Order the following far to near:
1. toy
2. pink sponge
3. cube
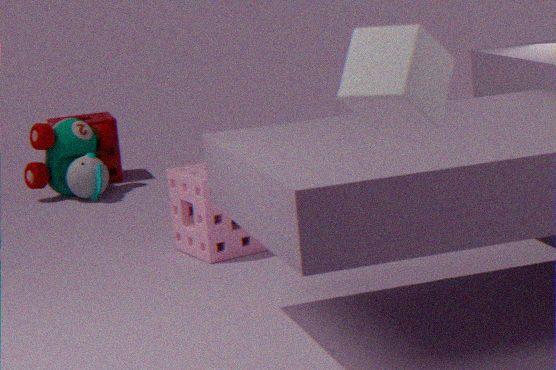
toy < pink sponge < cube
